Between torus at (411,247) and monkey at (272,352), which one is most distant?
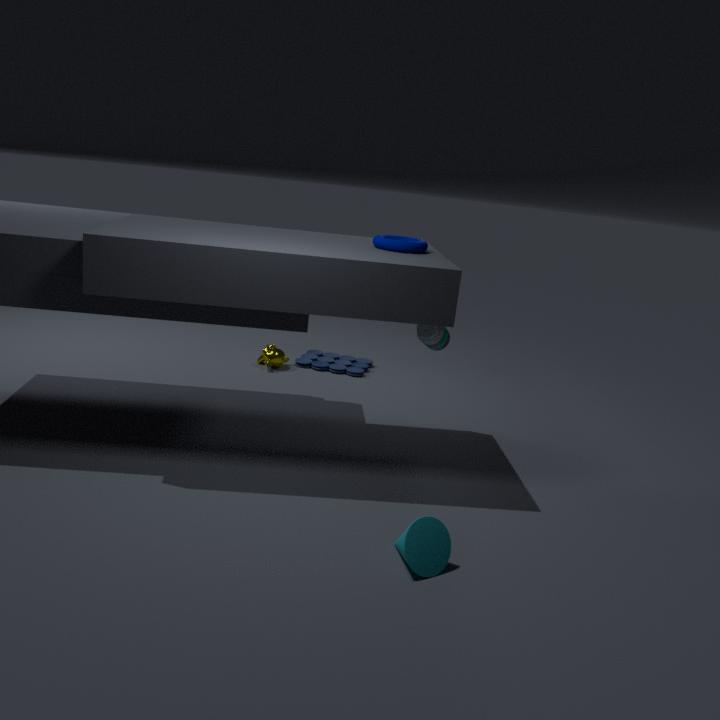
monkey at (272,352)
